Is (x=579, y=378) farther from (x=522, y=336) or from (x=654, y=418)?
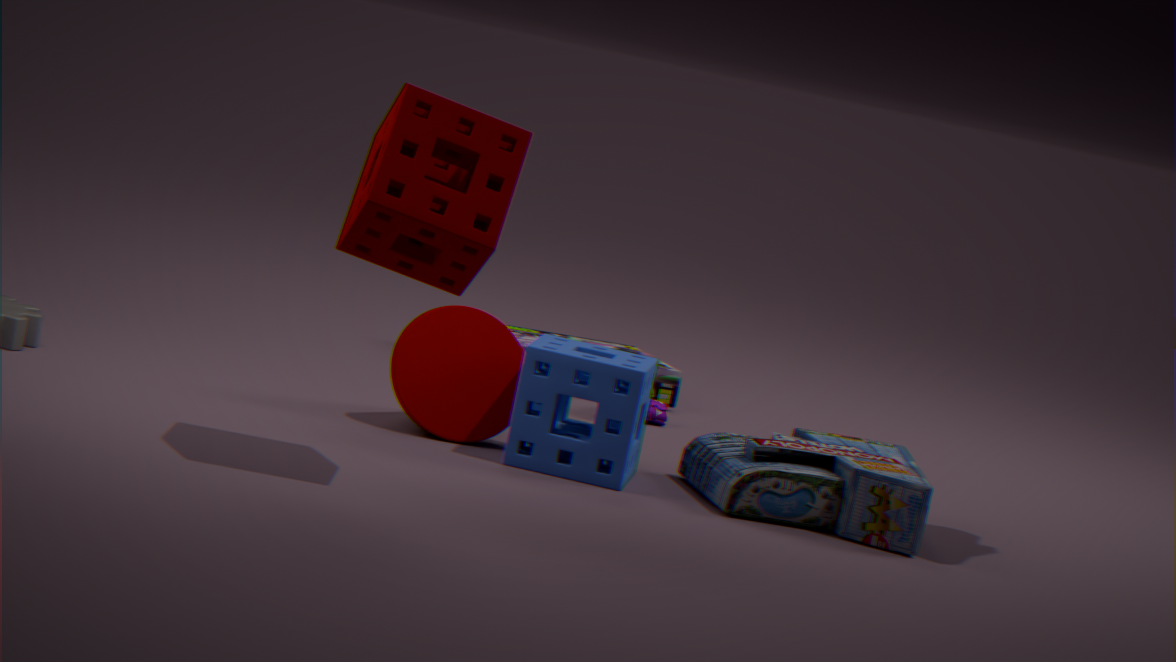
(x=522, y=336)
